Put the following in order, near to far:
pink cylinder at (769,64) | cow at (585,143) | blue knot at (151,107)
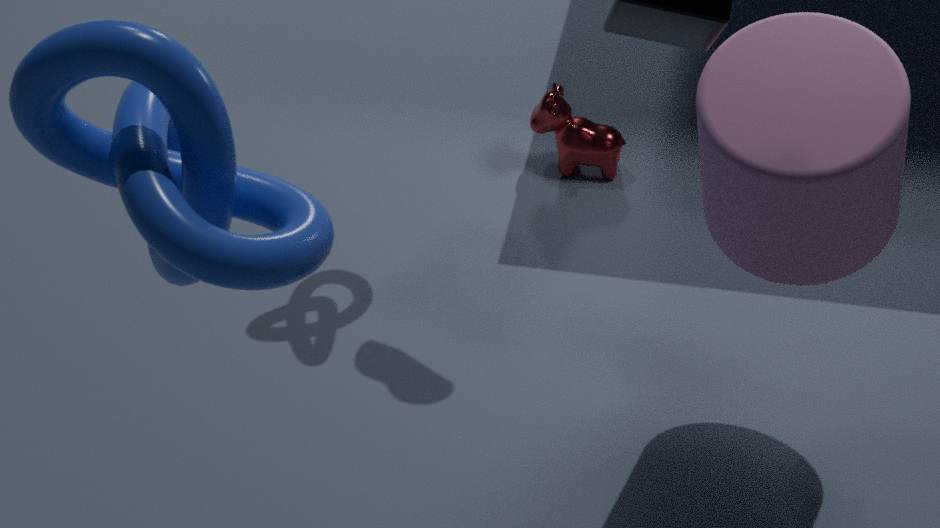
blue knot at (151,107), pink cylinder at (769,64), cow at (585,143)
